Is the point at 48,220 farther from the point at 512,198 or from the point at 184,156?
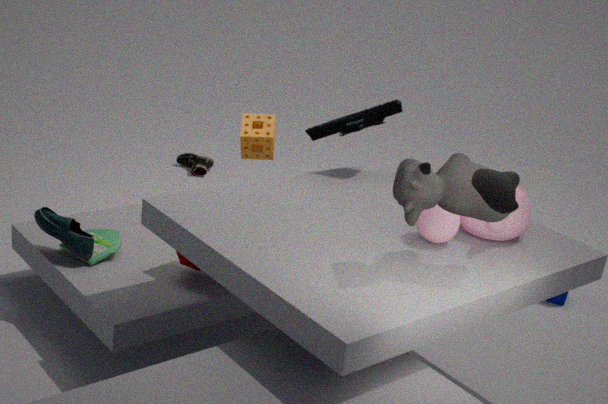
the point at 184,156
